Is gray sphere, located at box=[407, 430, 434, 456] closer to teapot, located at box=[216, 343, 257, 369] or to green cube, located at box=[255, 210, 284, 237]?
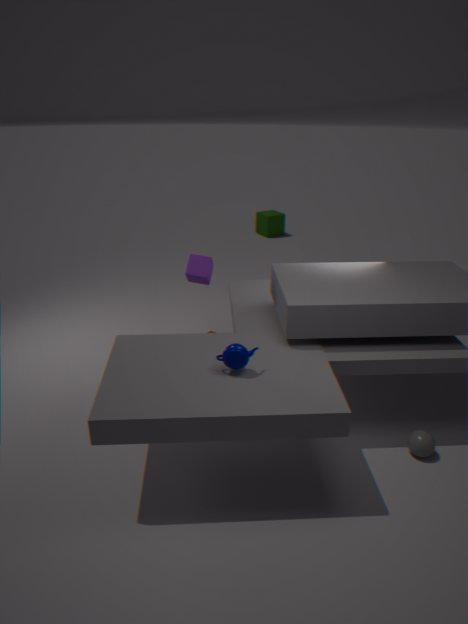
teapot, located at box=[216, 343, 257, 369]
